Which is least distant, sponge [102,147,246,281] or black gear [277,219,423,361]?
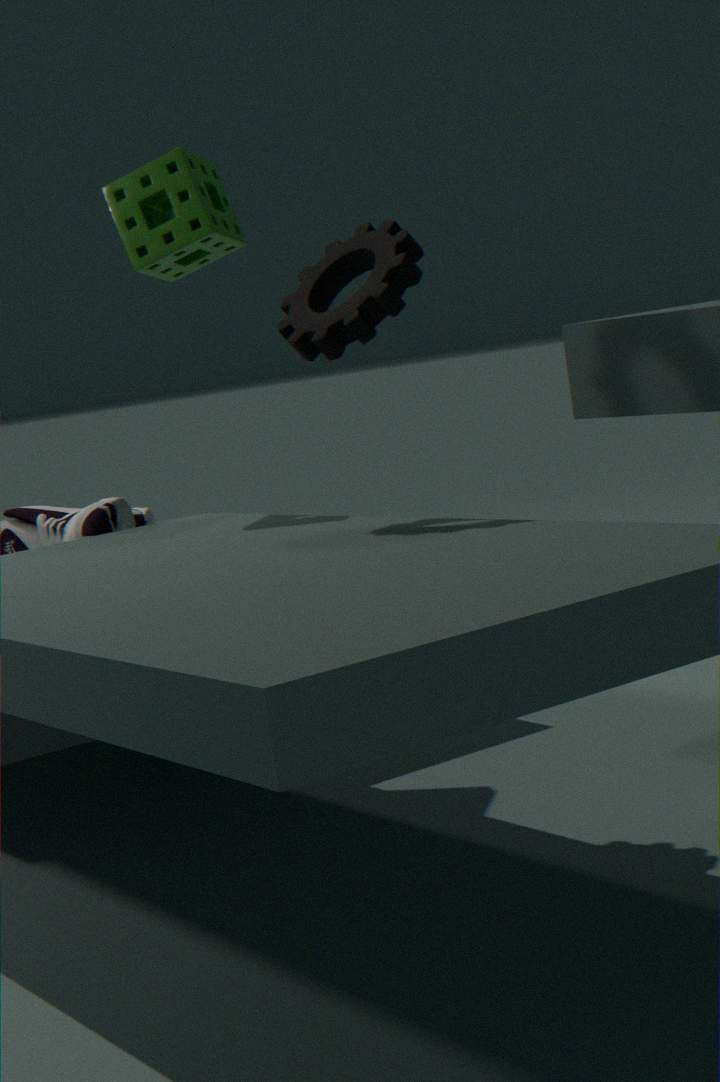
black gear [277,219,423,361]
